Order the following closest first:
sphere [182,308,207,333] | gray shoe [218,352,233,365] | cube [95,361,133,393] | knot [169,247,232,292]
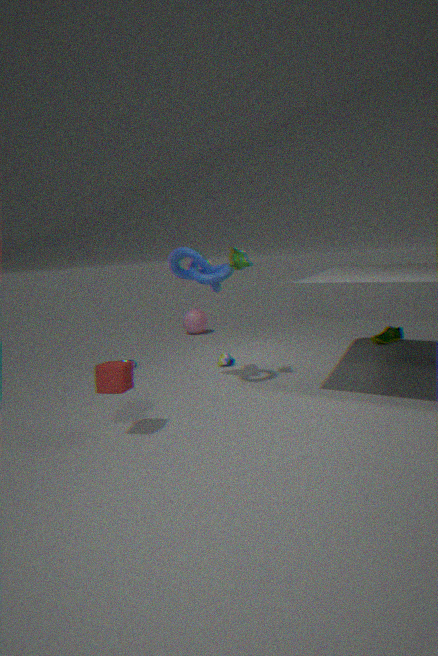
1. cube [95,361,133,393]
2. knot [169,247,232,292]
3. gray shoe [218,352,233,365]
4. sphere [182,308,207,333]
